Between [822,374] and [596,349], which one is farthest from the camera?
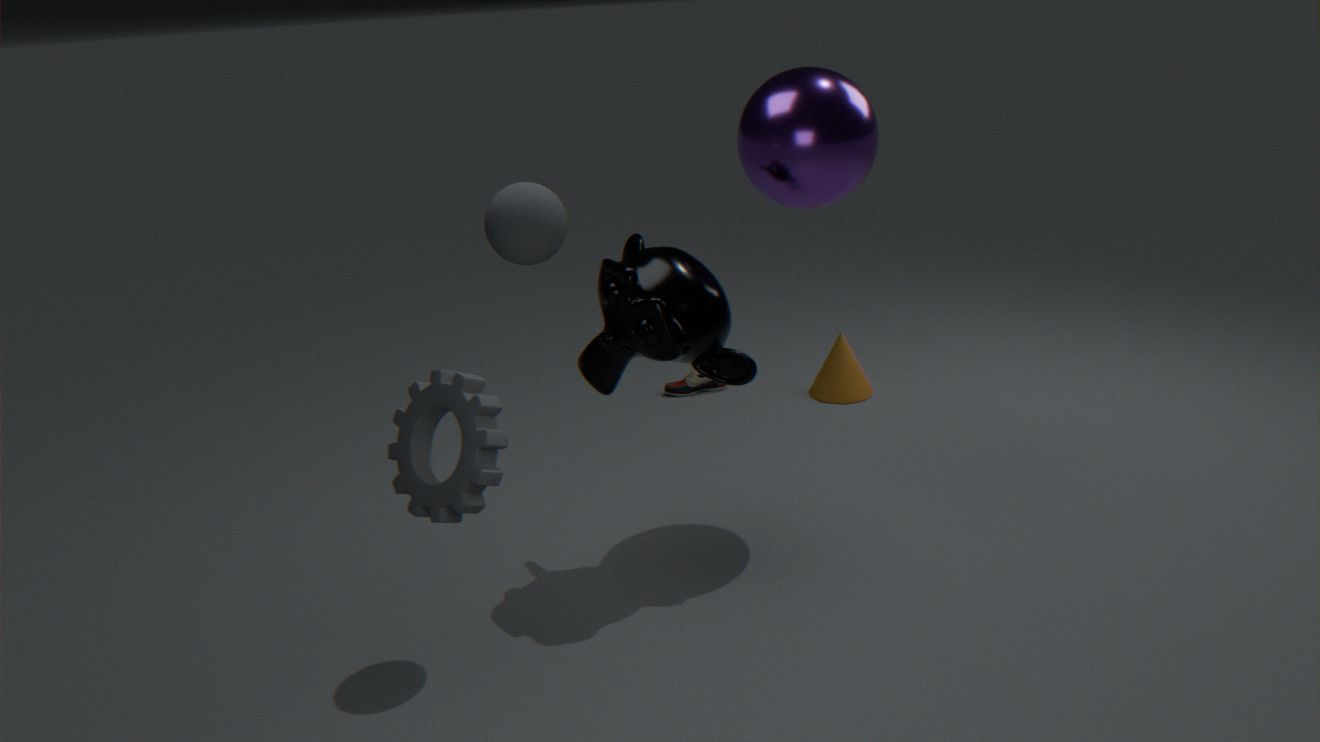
[822,374]
